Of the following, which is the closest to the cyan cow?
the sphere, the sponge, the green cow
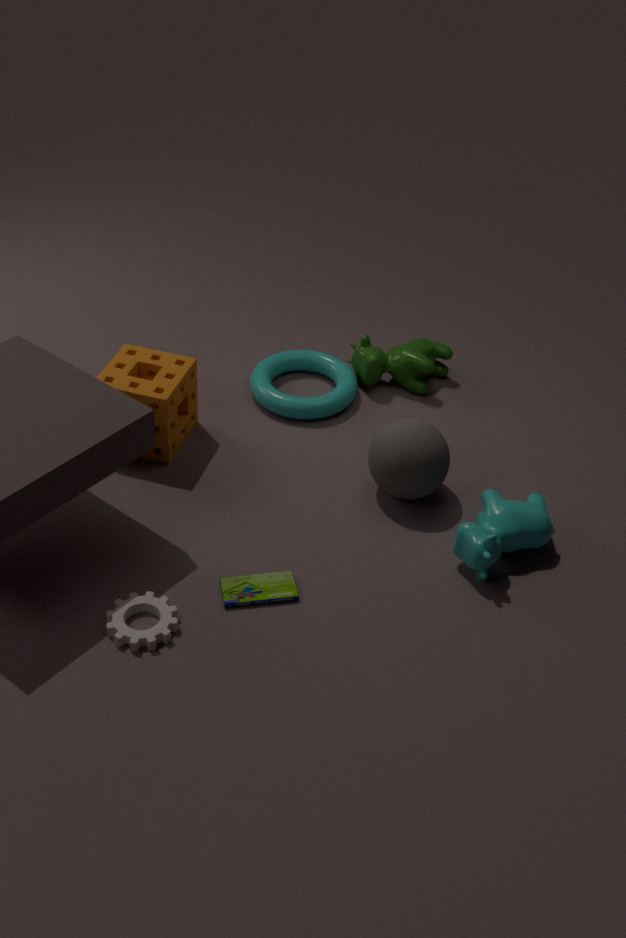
the sphere
